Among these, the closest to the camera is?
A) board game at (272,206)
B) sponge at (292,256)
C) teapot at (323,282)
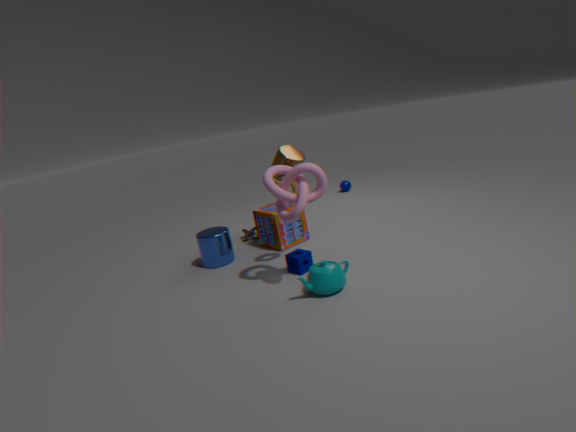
teapot at (323,282)
